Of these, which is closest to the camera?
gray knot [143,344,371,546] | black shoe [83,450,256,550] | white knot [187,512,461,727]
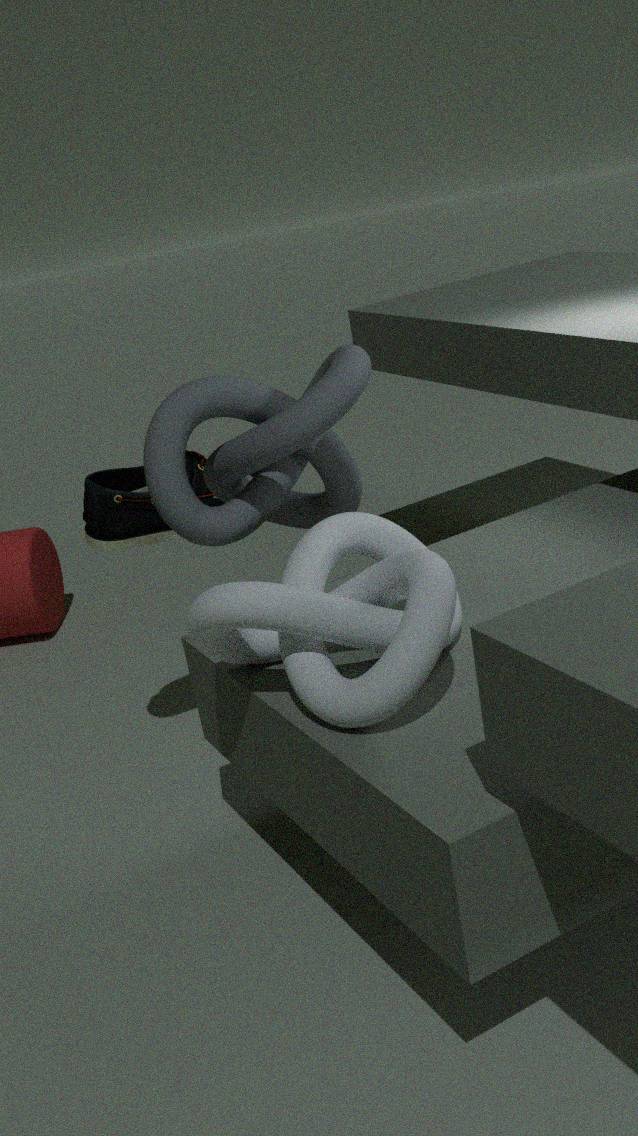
white knot [187,512,461,727]
